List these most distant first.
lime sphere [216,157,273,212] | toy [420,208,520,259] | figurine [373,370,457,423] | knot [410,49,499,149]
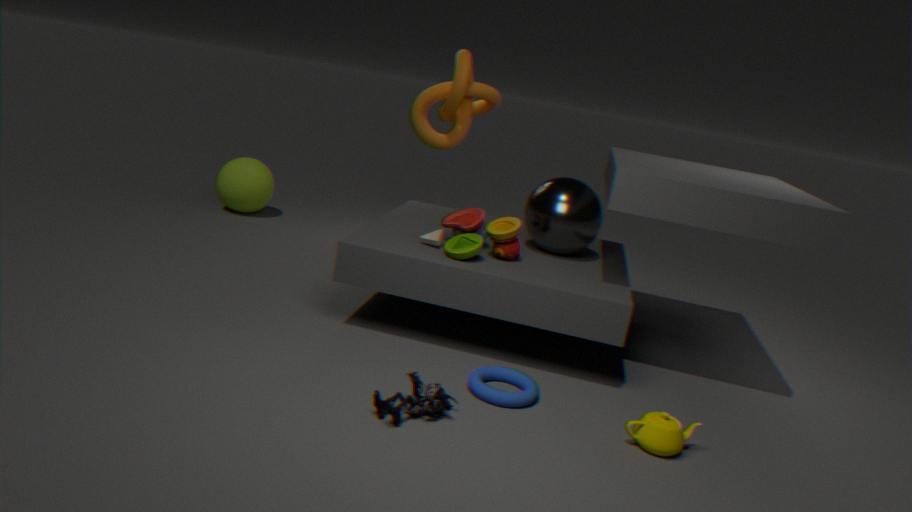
lime sphere [216,157,273,212]
knot [410,49,499,149]
toy [420,208,520,259]
figurine [373,370,457,423]
